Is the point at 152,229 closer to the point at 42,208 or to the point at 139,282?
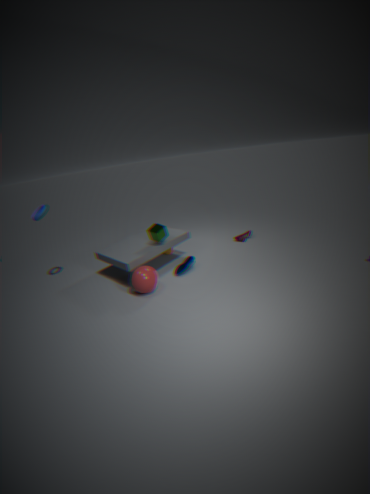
the point at 139,282
